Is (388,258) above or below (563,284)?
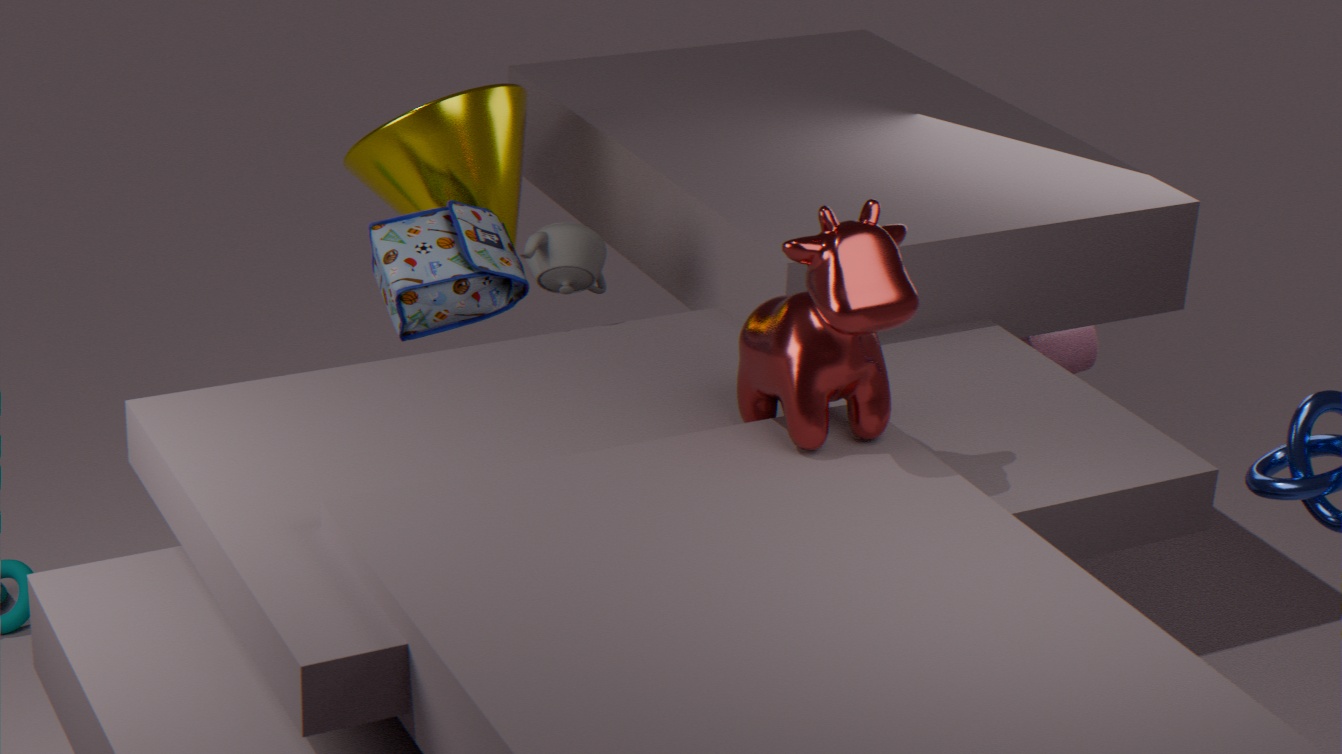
below
